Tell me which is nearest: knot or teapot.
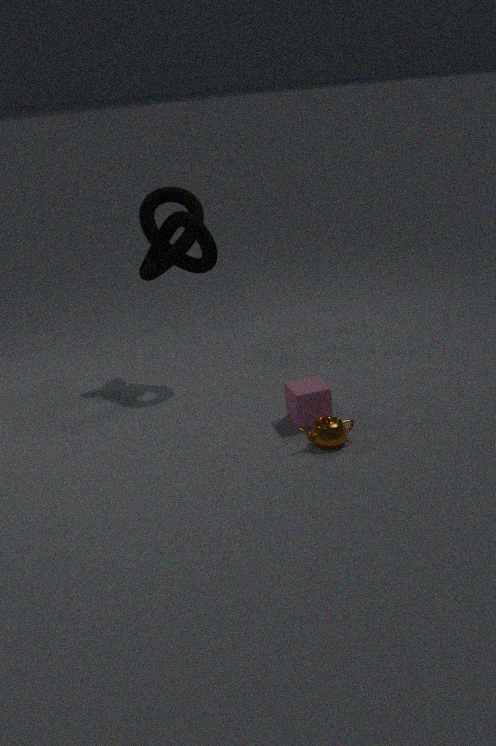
teapot
